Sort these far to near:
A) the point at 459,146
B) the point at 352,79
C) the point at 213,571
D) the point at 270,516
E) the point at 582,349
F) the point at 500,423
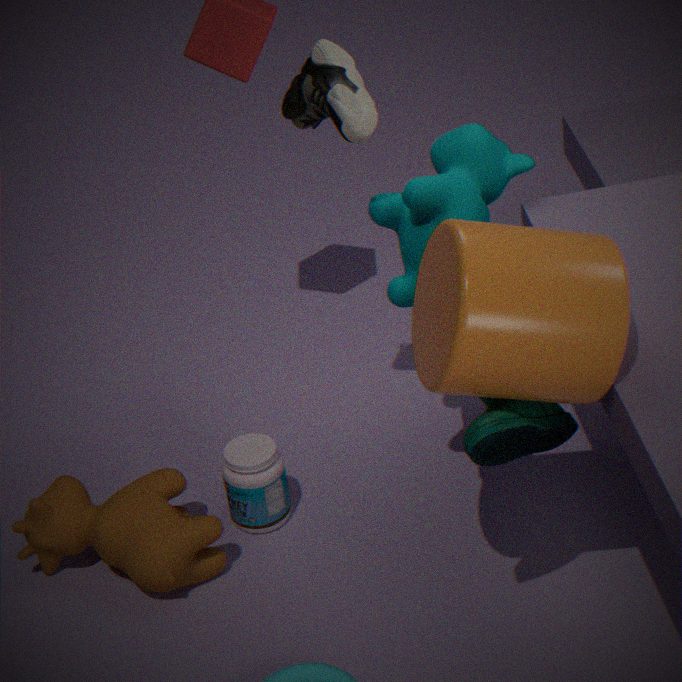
1. the point at 270,516
2. the point at 213,571
3. the point at 459,146
4. the point at 352,79
5. the point at 500,423
6. the point at 582,349
